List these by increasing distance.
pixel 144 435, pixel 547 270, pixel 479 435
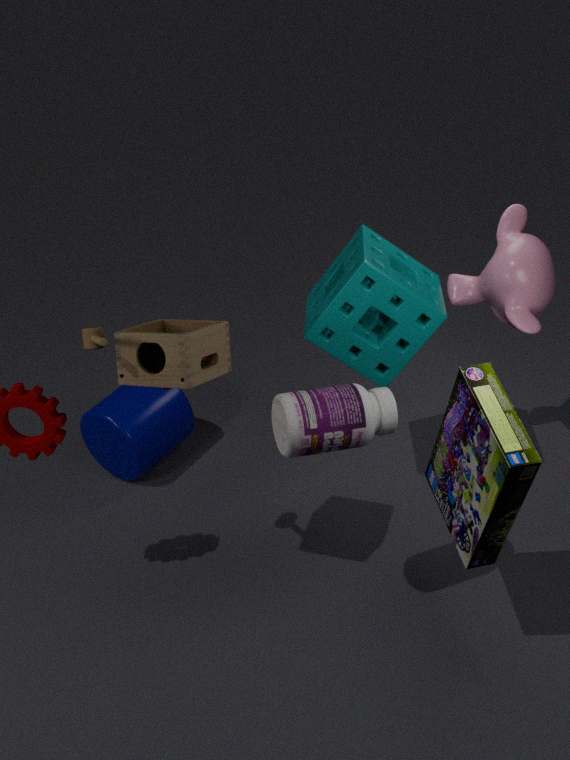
pixel 479 435, pixel 547 270, pixel 144 435
